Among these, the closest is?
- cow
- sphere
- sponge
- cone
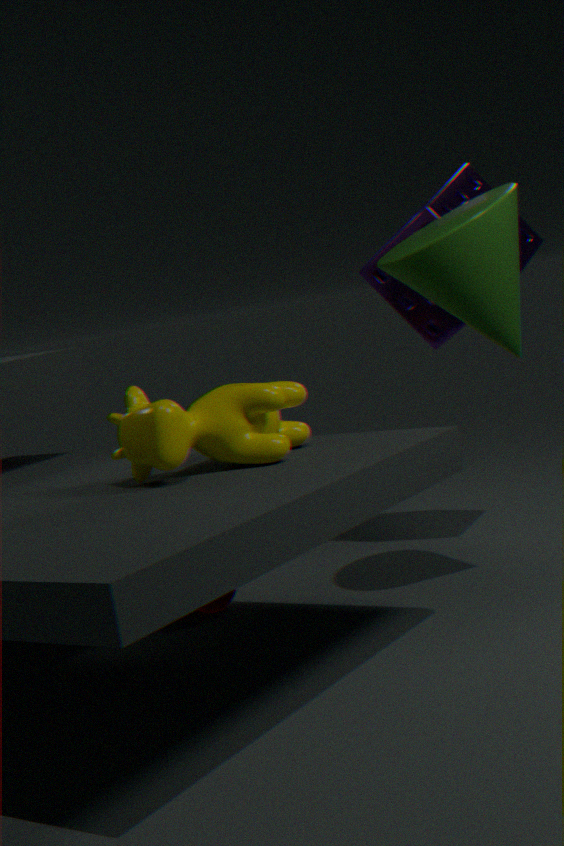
cow
